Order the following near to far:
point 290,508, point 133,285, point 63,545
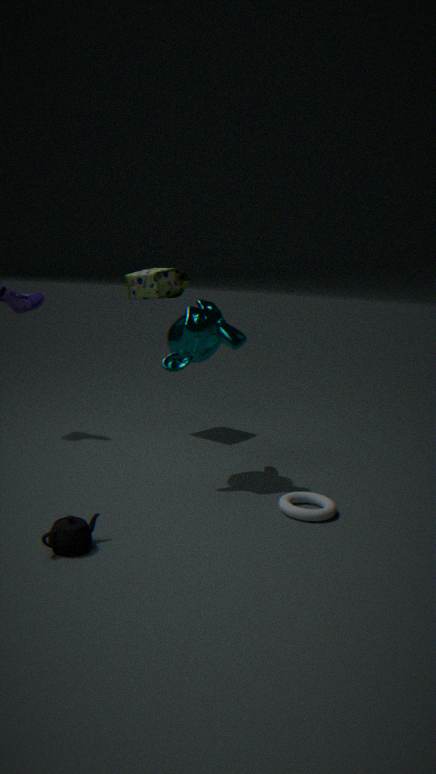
1. point 63,545
2. point 290,508
3. point 133,285
